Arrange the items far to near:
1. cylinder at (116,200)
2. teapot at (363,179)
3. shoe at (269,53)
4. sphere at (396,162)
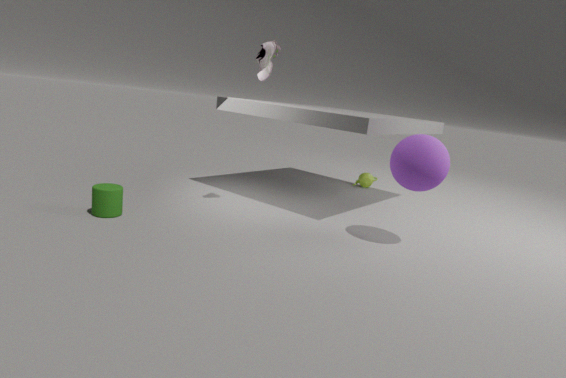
teapot at (363,179), shoe at (269,53), cylinder at (116,200), sphere at (396,162)
